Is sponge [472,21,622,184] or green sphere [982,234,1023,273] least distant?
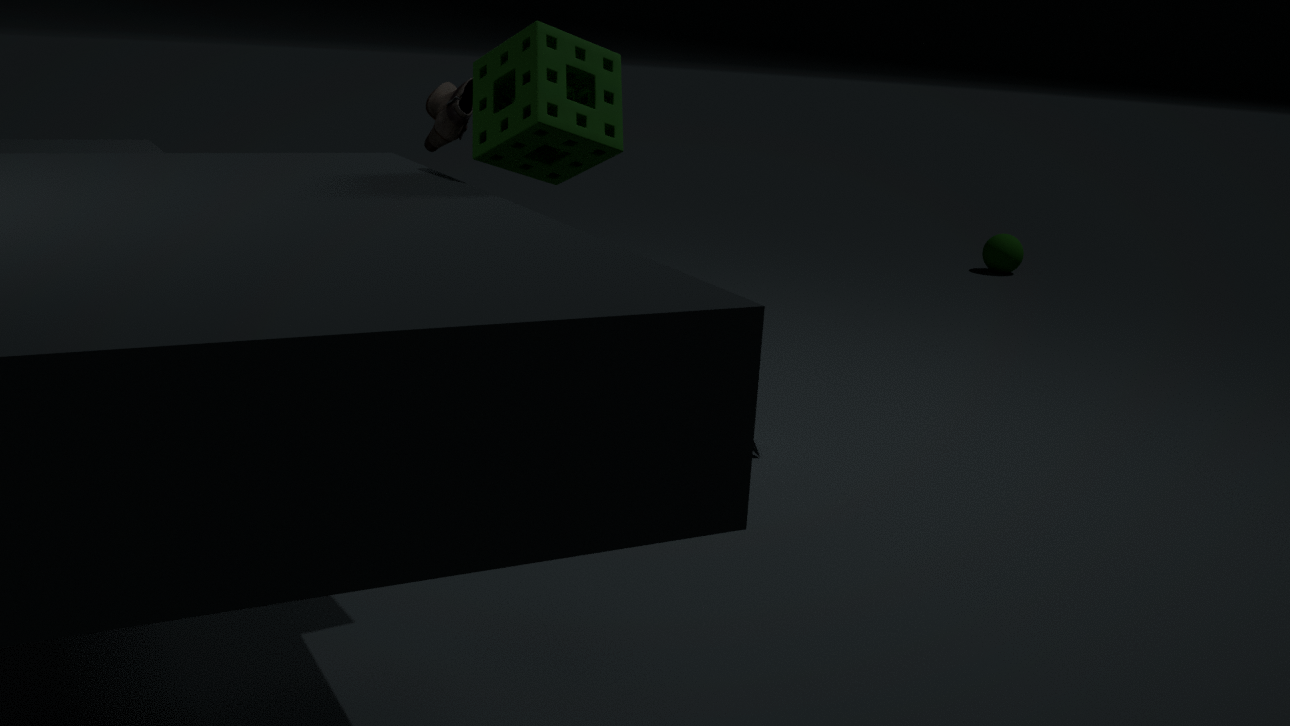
sponge [472,21,622,184]
